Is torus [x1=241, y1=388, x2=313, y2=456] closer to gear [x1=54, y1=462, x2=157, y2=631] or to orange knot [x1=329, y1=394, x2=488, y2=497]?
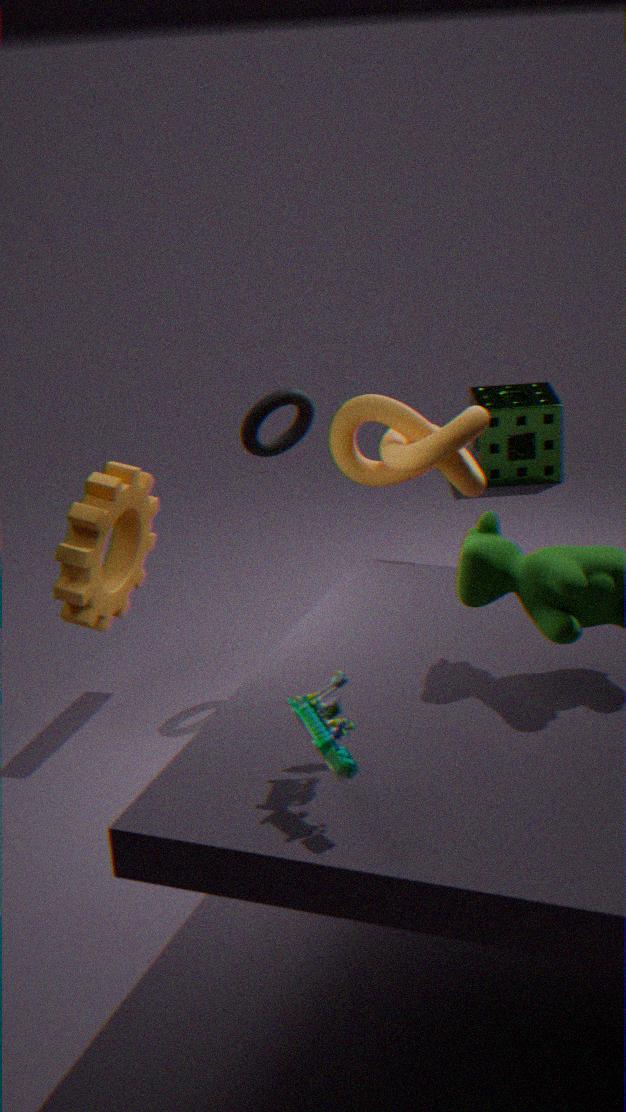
orange knot [x1=329, y1=394, x2=488, y2=497]
